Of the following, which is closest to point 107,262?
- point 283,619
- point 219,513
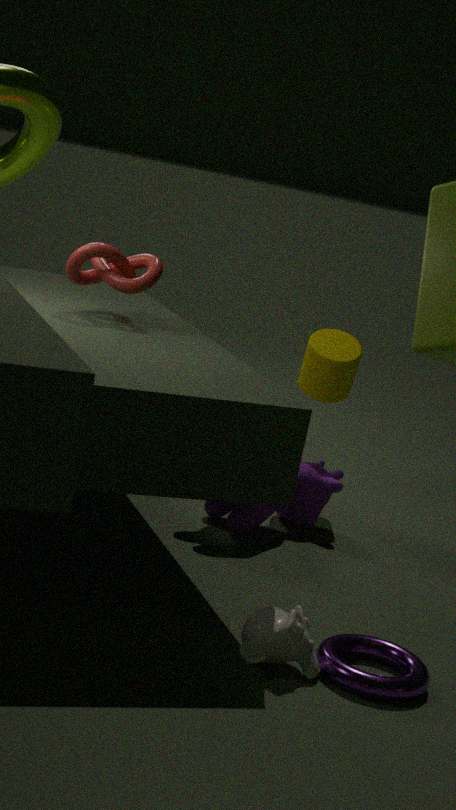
point 219,513
